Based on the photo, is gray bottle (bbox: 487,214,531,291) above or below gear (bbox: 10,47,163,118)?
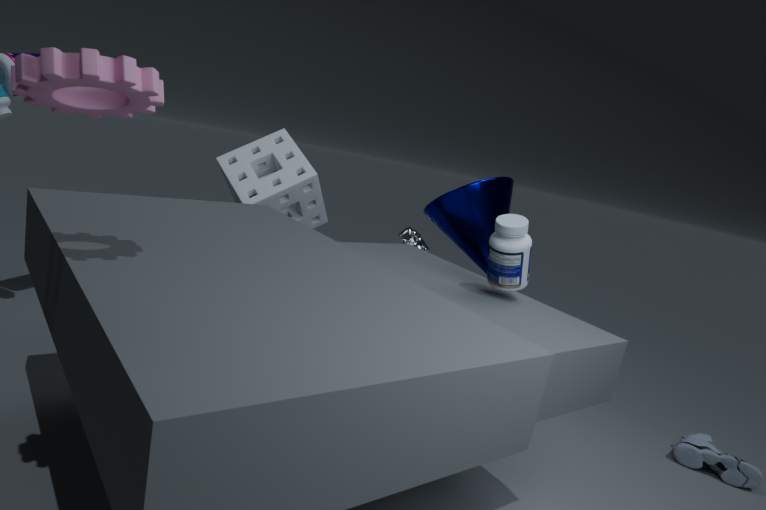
below
